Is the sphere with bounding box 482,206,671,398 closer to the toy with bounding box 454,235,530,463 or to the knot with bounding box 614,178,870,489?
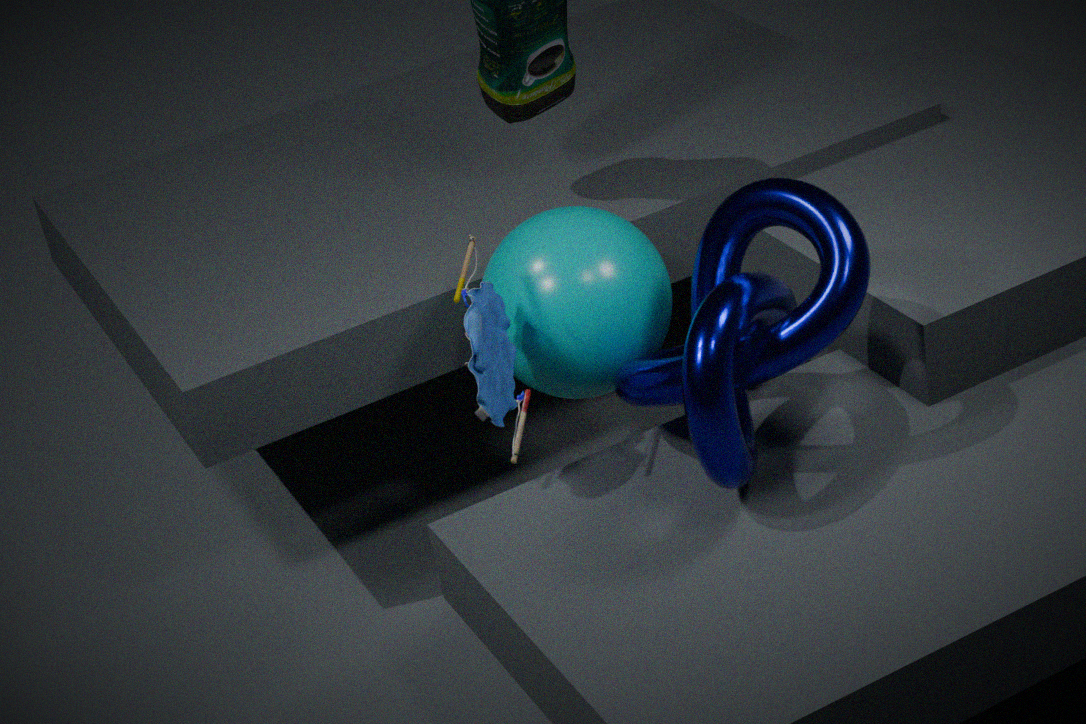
the knot with bounding box 614,178,870,489
